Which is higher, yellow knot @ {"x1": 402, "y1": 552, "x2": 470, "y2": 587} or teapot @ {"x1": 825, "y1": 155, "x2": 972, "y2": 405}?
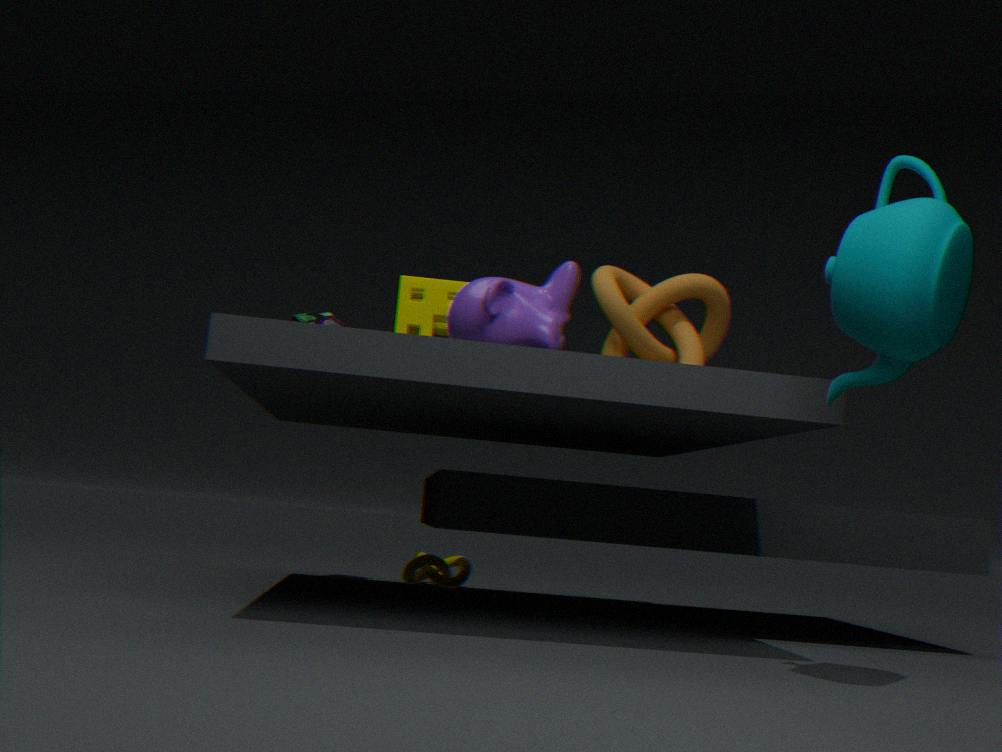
teapot @ {"x1": 825, "y1": 155, "x2": 972, "y2": 405}
